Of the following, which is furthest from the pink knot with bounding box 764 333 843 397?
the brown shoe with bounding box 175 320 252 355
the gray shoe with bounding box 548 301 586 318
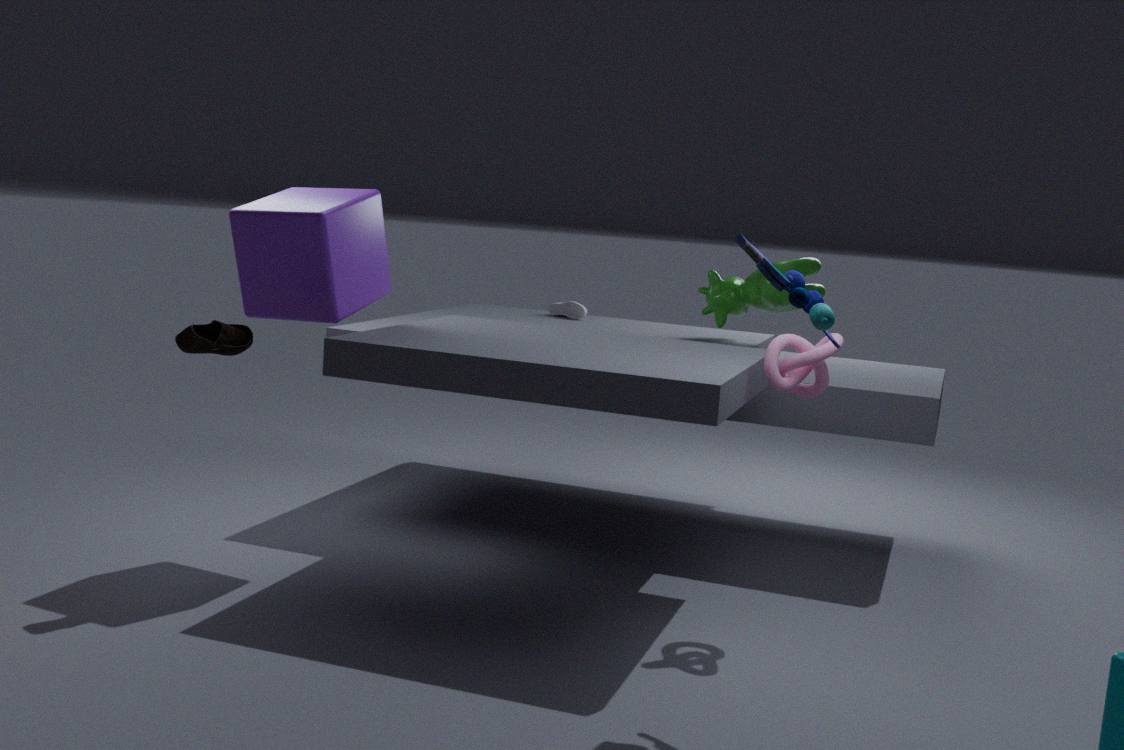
the gray shoe with bounding box 548 301 586 318
